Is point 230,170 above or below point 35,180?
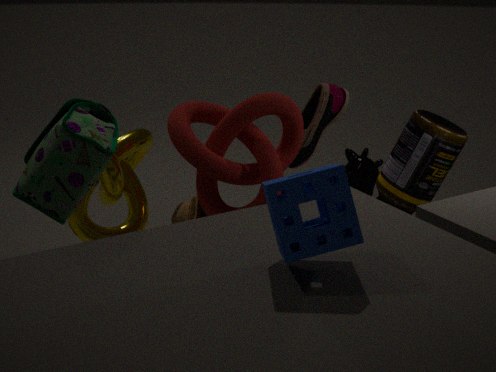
below
